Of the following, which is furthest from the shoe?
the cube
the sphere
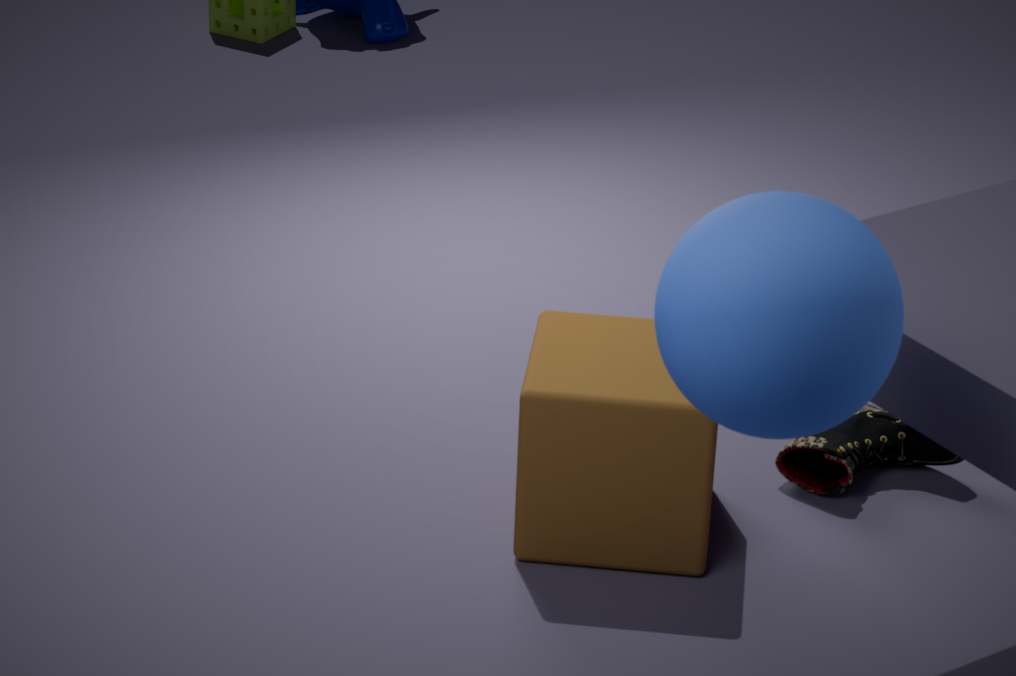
the sphere
